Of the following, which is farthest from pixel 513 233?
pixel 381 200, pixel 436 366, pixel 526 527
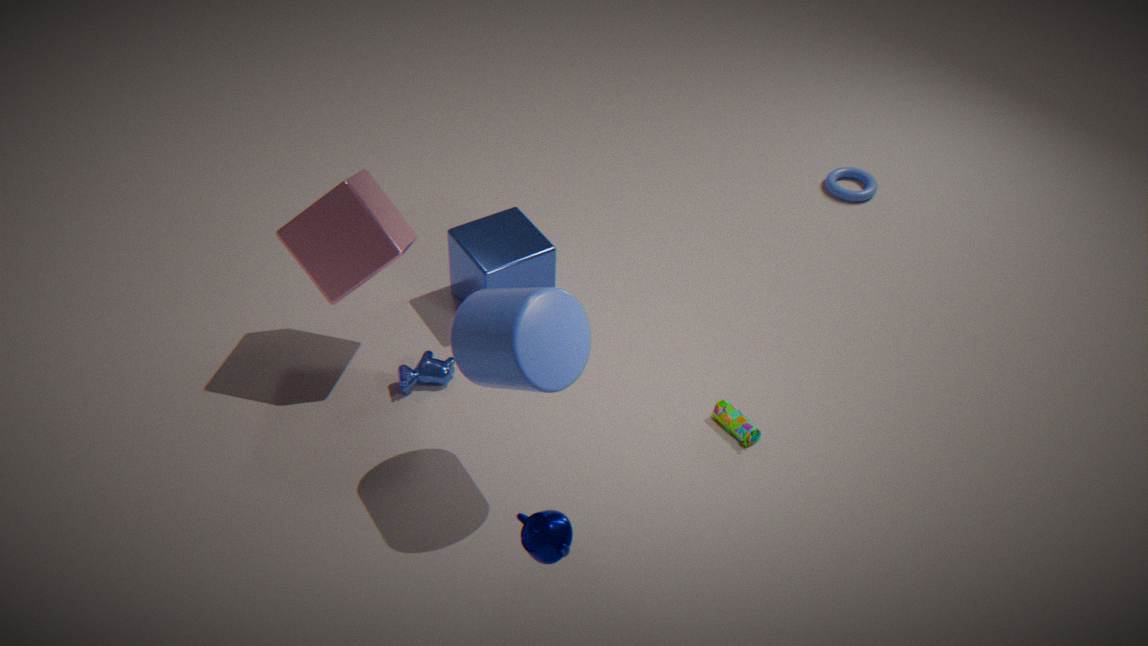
pixel 526 527
